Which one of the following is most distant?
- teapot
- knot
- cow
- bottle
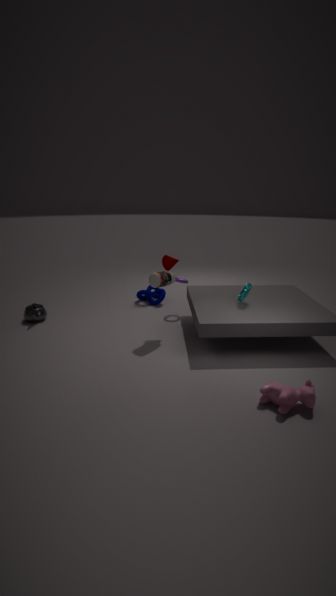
knot
